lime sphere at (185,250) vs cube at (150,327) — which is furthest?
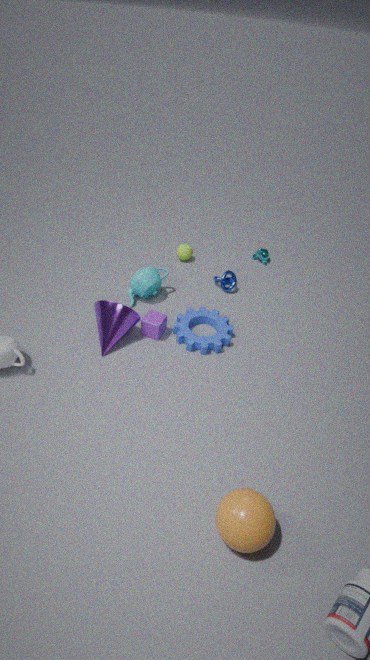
lime sphere at (185,250)
